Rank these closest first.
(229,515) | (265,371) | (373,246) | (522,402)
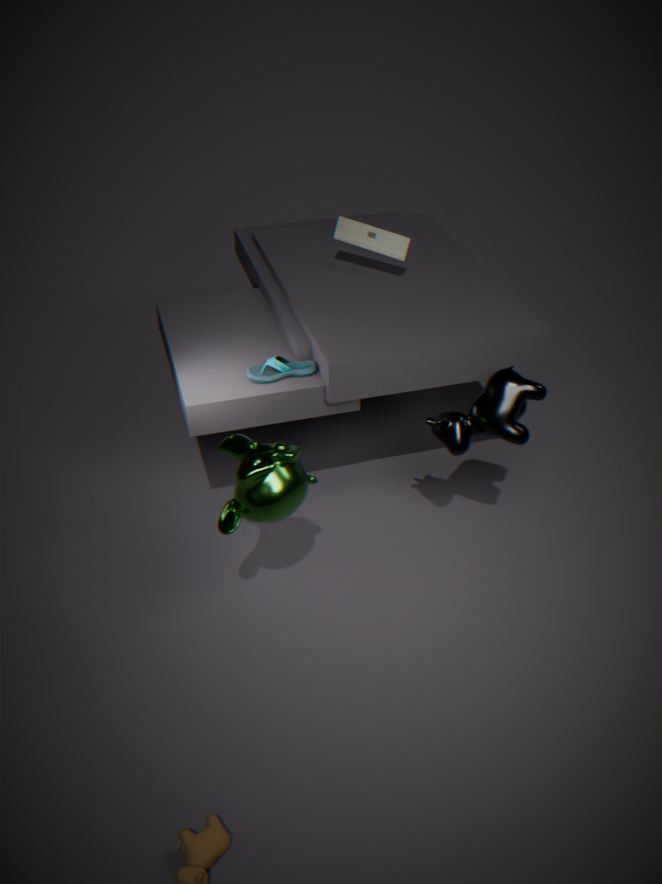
(229,515) < (522,402) < (265,371) < (373,246)
